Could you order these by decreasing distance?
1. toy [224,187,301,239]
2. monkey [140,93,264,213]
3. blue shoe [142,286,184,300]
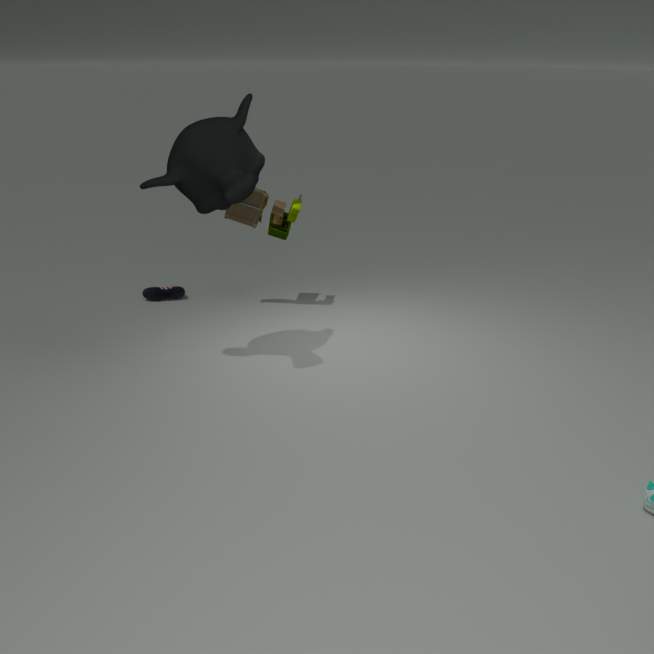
blue shoe [142,286,184,300], toy [224,187,301,239], monkey [140,93,264,213]
